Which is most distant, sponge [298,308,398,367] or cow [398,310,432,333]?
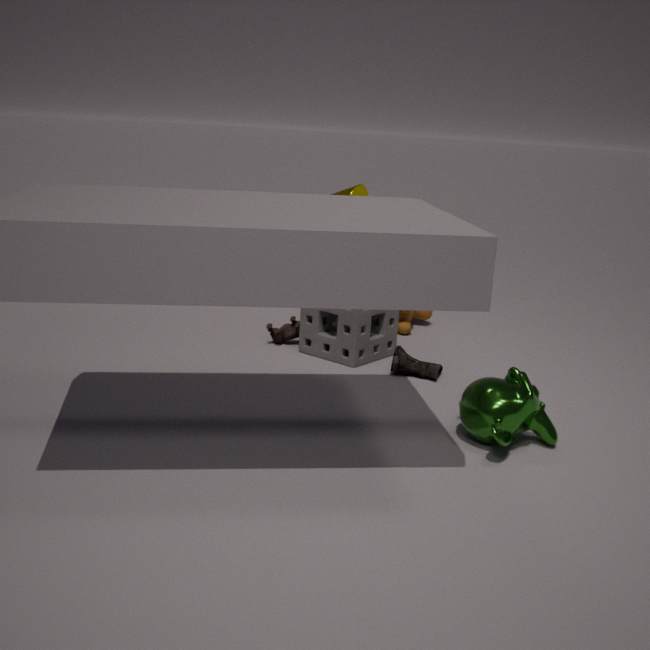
cow [398,310,432,333]
